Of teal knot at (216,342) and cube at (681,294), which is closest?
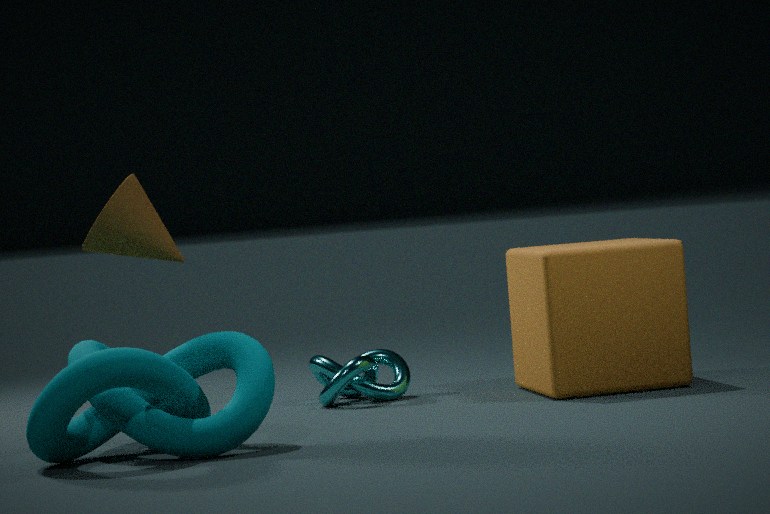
teal knot at (216,342)
